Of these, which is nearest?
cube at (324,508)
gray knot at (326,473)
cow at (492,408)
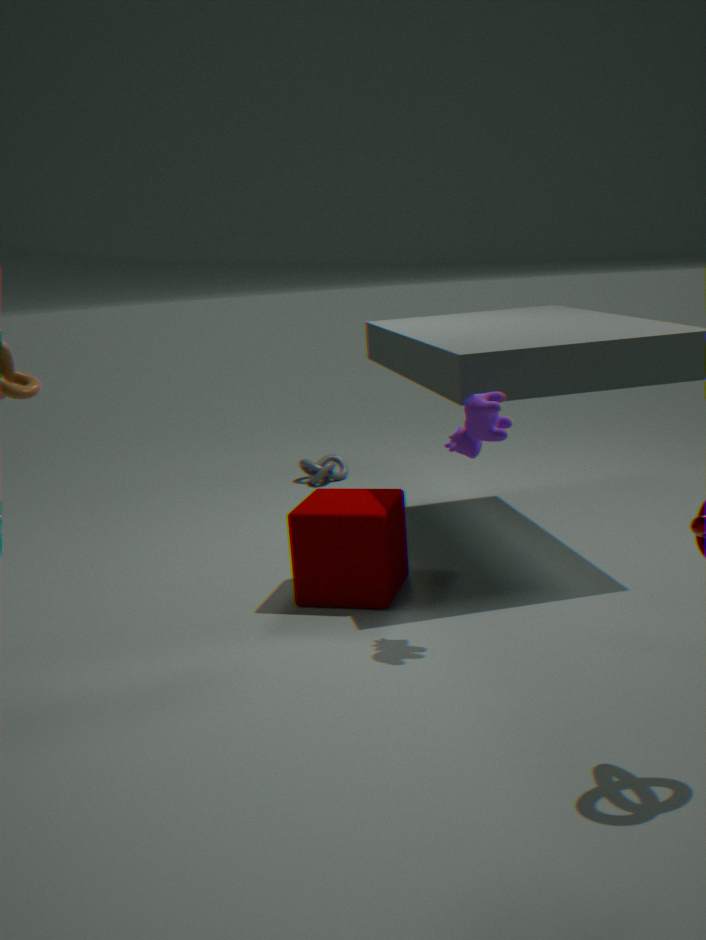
cow at (492,408)
